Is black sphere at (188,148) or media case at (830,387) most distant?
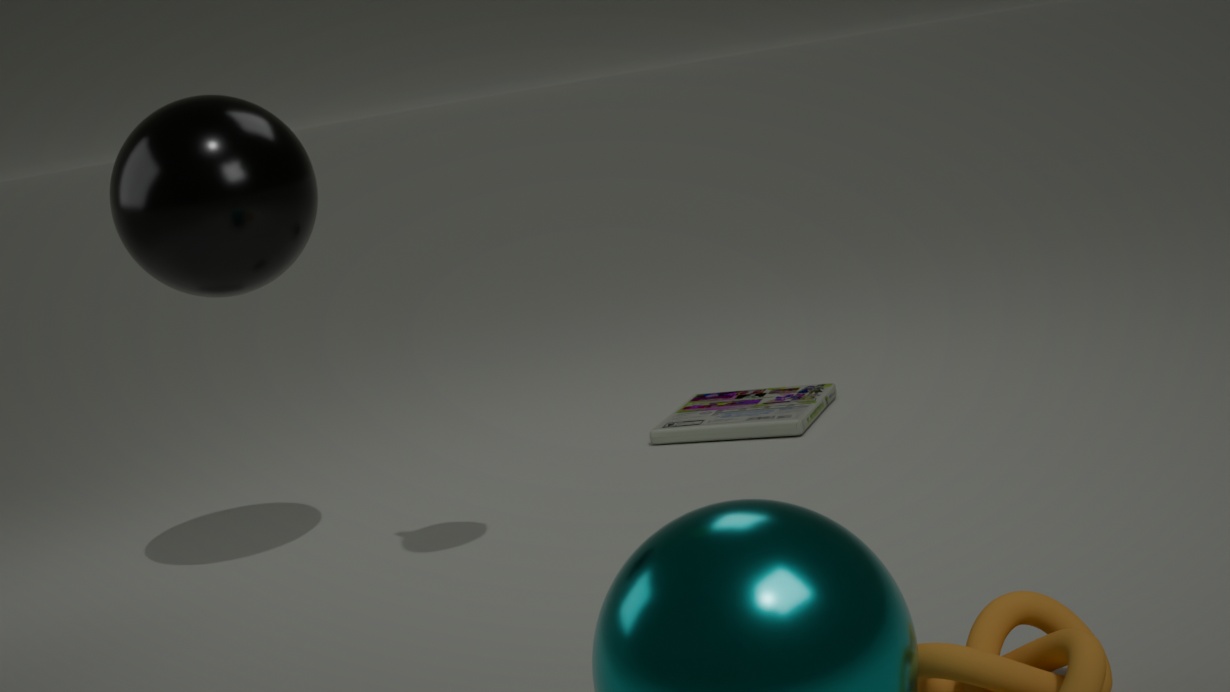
media case at (830,387)
